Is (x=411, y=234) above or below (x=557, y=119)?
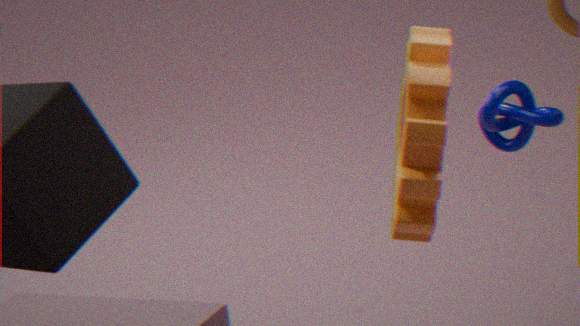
above
